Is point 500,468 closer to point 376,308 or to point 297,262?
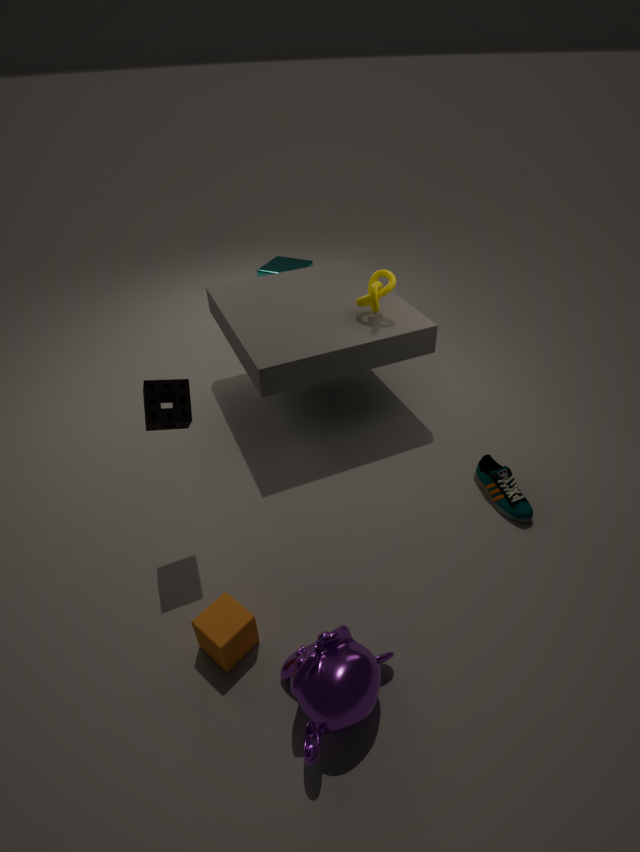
point 376,308
